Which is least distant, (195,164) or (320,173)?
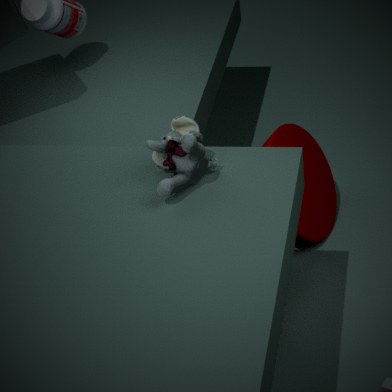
(195,164)
